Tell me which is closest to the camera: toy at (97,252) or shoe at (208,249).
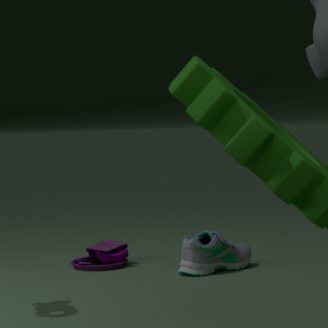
shoe at (208,249)
